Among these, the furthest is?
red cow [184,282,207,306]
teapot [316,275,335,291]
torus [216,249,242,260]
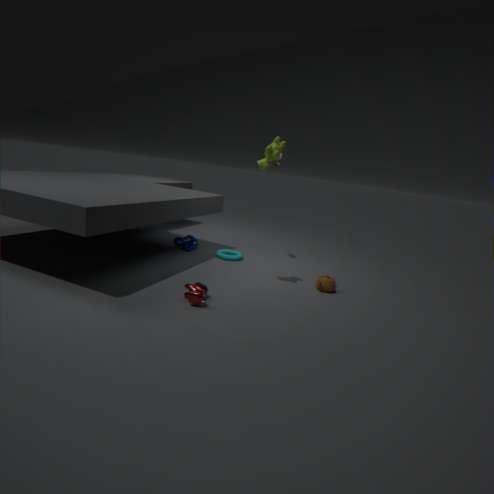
torus [216,249,242,260]
